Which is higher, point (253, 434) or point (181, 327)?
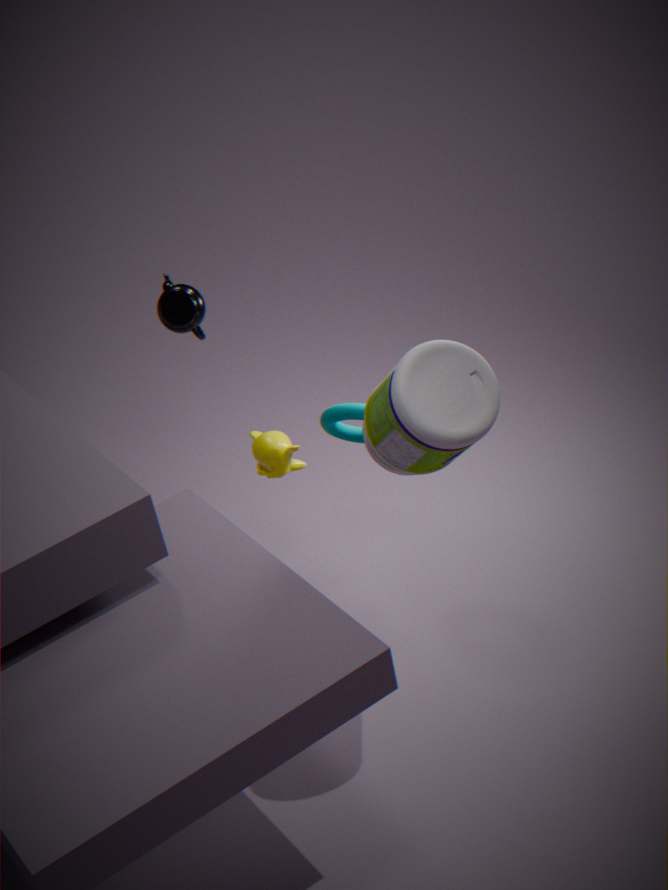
point (181, 327)
